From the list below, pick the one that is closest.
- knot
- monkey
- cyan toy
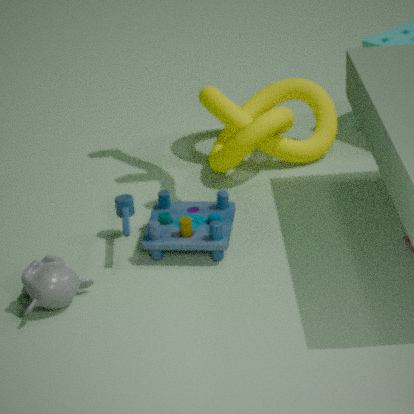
monkey
